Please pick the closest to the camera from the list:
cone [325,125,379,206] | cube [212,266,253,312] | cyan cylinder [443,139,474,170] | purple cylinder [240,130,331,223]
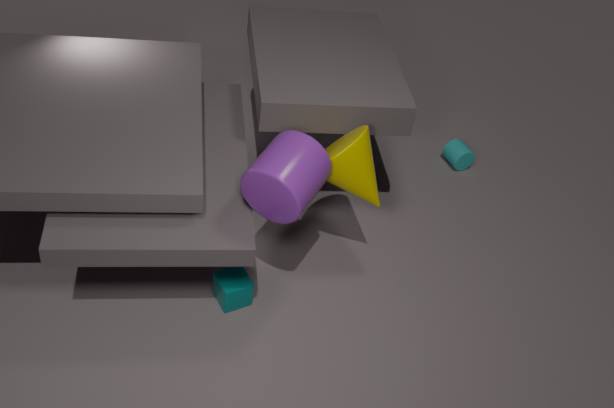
purple cylinder [240,130,331,223]
